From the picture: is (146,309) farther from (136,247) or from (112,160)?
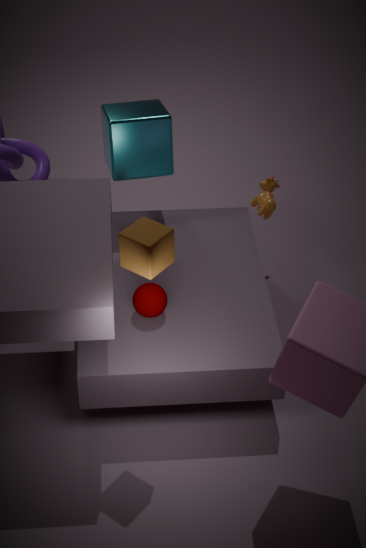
(112,160)
